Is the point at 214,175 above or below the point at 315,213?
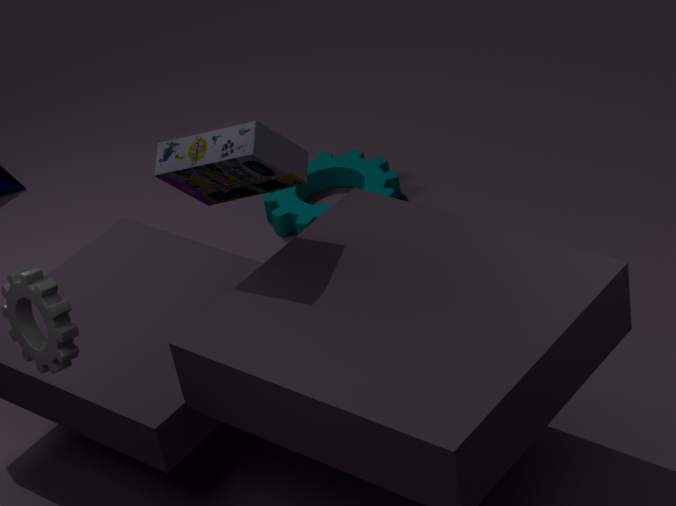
above
